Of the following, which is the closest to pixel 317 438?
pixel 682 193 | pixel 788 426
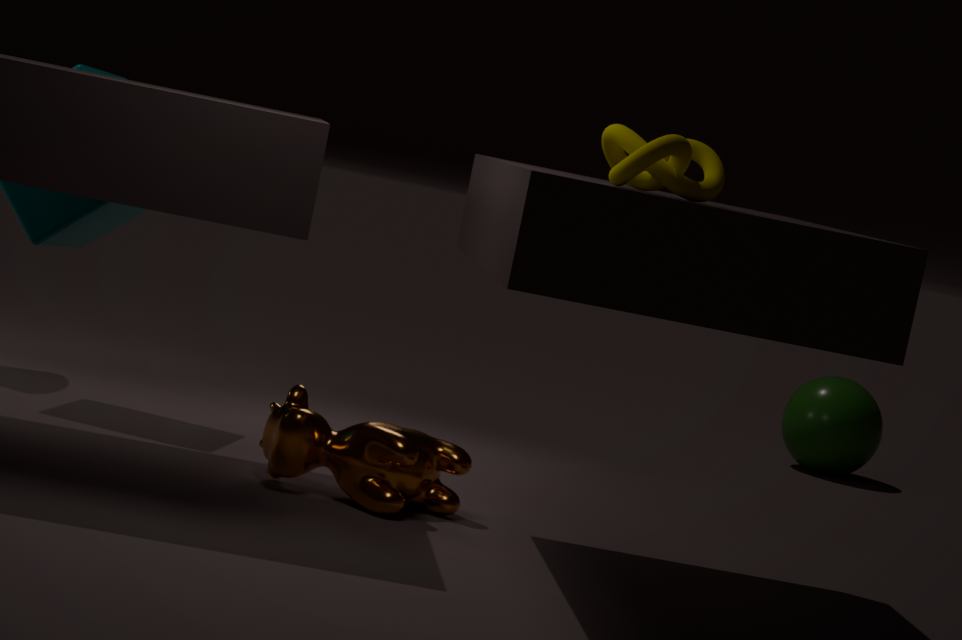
pixel 682 193
